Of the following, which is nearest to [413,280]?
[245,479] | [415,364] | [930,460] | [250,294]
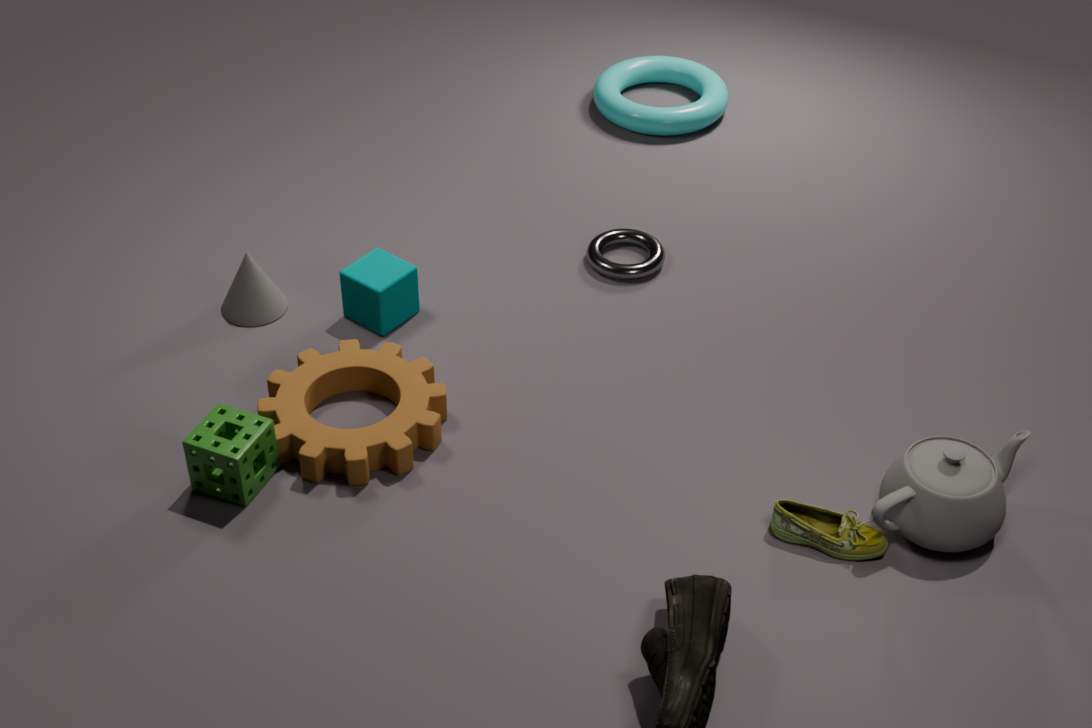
[250,294]
